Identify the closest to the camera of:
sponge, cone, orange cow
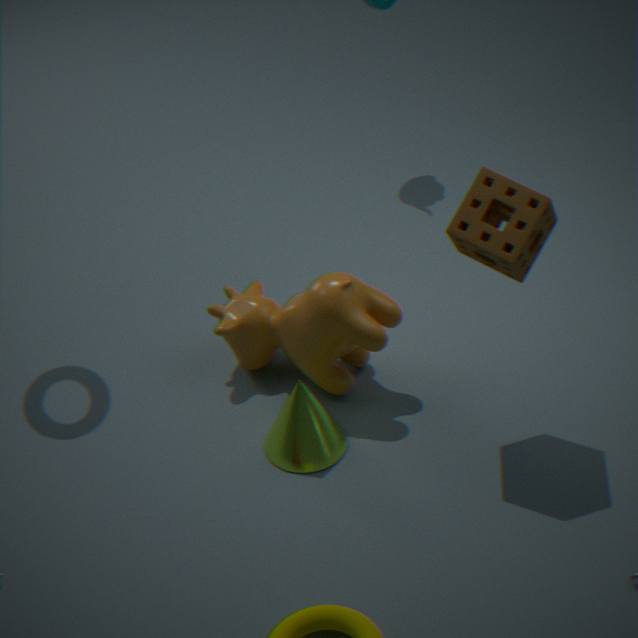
sponge
